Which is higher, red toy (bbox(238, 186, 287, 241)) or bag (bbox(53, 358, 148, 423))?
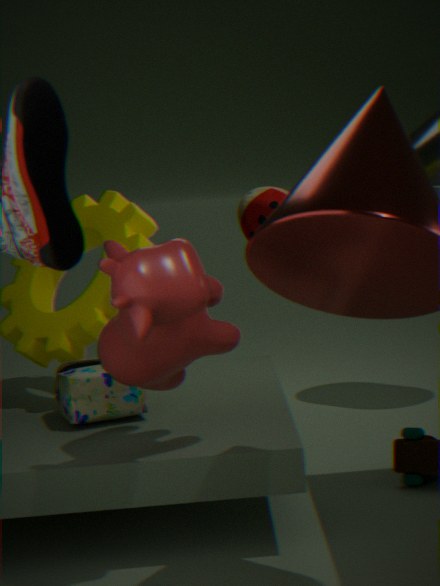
red toy (bbox(238, 186, 287, 241))
